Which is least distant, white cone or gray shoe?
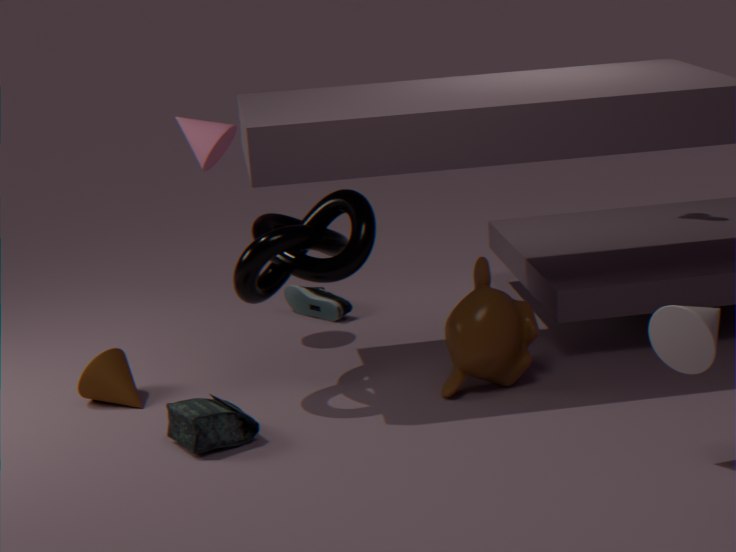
white cone
